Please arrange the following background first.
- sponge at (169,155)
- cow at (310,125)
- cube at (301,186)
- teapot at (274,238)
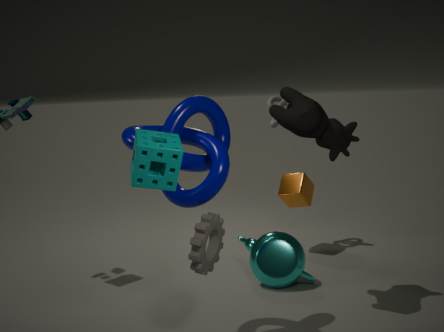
cube at (301,186) < teapot at (274,238) < cow at (310,125) < sponge at (169,155)
